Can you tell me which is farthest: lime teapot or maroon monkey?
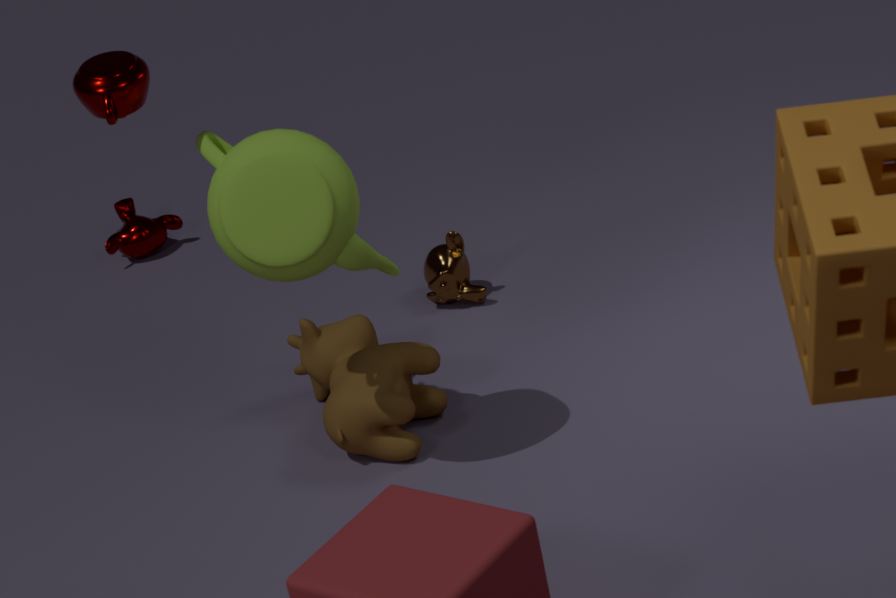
maroon monkey
